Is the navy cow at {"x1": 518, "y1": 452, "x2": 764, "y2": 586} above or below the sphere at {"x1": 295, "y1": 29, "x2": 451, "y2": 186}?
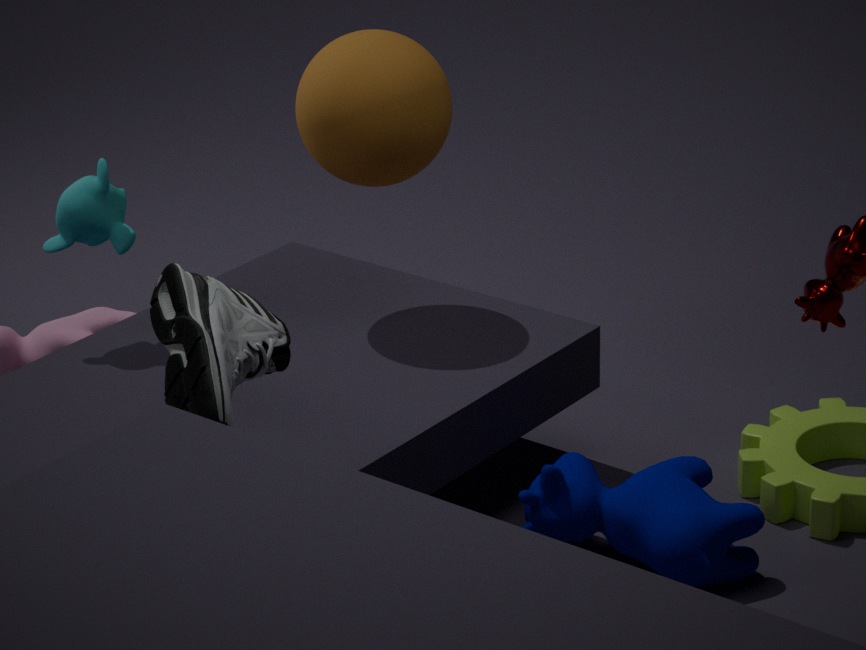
below
